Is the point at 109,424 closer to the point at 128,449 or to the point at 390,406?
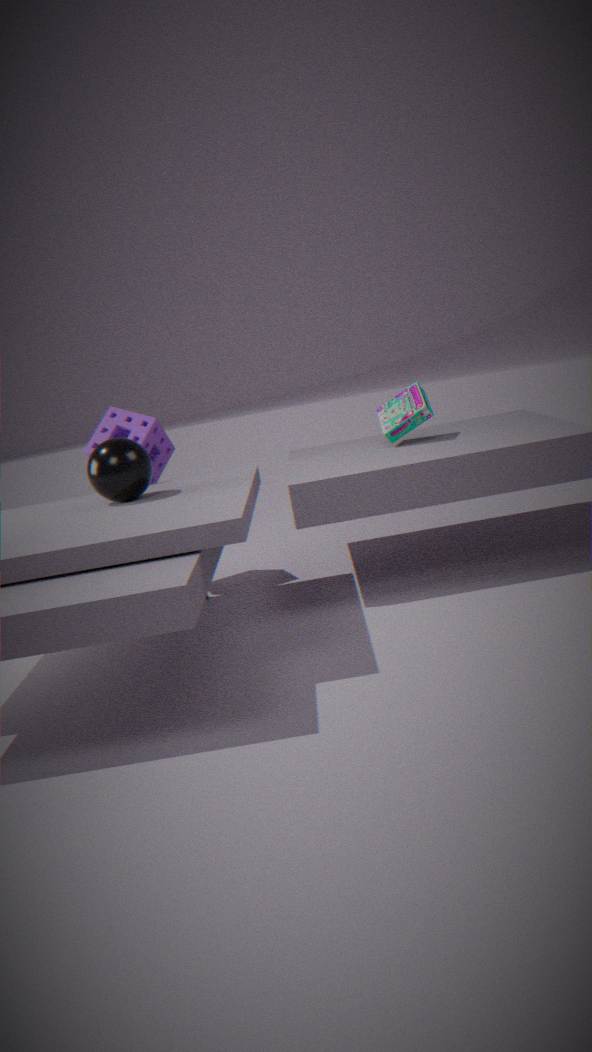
the point at 128,449
